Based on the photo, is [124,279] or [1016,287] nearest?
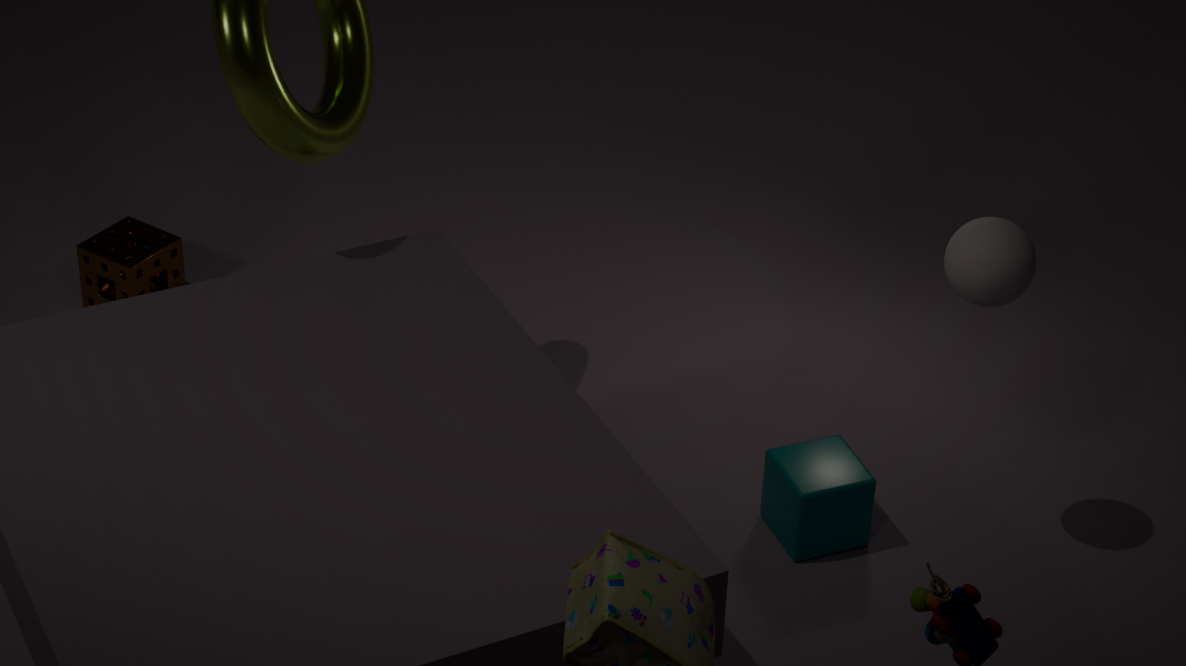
[1016,287]
